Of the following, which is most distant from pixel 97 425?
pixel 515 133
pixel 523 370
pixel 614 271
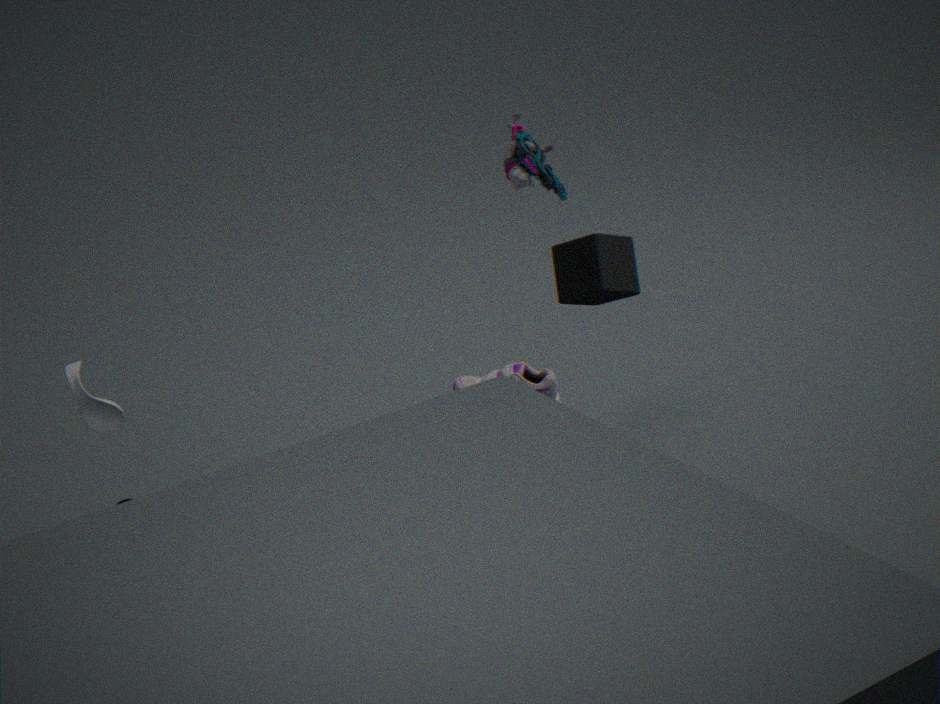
pixel 614 271
